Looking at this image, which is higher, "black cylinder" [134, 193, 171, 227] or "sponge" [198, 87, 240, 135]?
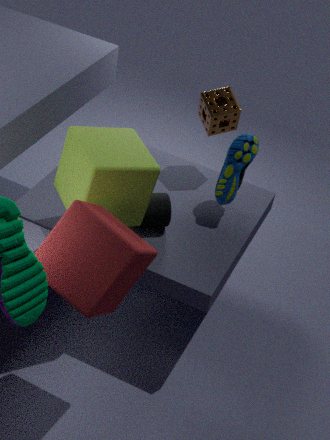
"sponge" [198, 87, 240, 135]
